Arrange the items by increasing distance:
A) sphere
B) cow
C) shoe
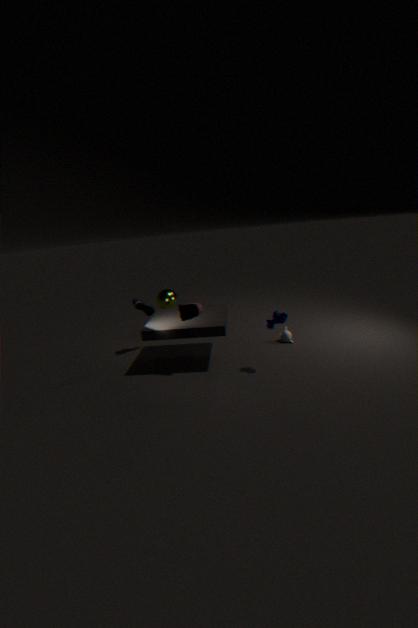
1. cow
2. shoe
3. sphere
